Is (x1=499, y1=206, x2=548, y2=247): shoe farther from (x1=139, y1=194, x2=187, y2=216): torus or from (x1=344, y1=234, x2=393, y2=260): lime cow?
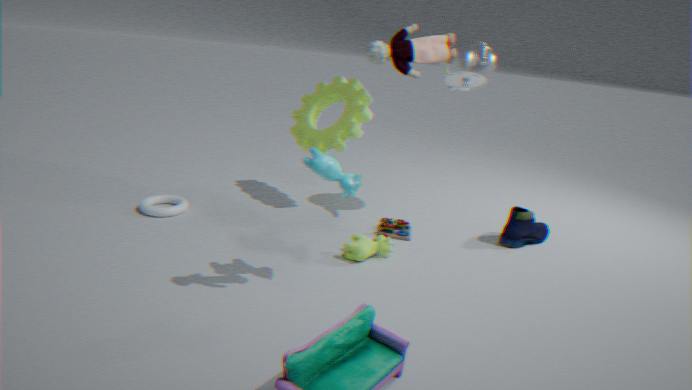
(x1=139, y1=194, x2=187, y2=216): torus
